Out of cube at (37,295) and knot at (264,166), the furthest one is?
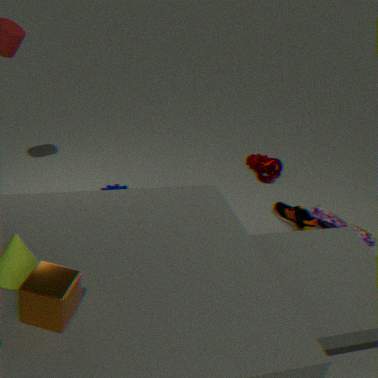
knot at (264,166)
